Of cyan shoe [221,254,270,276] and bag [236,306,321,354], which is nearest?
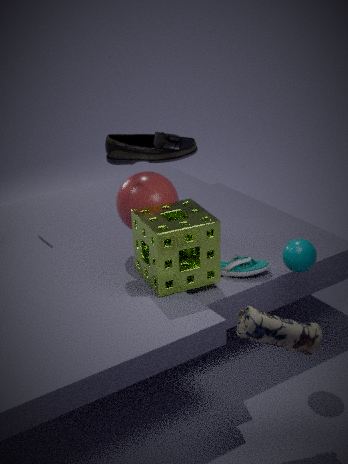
bag [236,306,321,354]
